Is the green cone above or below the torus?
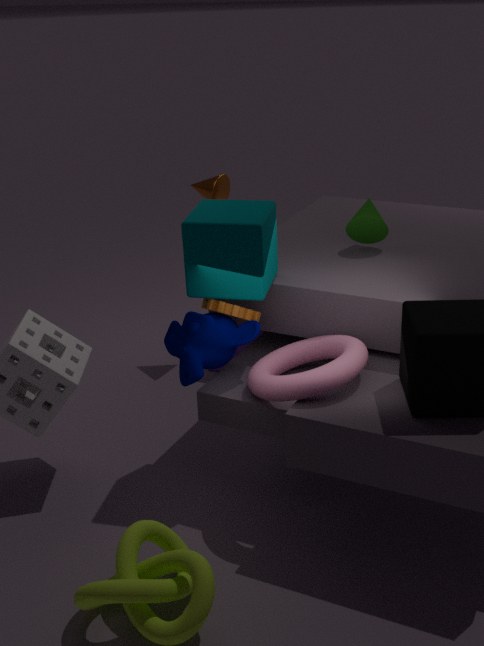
above
